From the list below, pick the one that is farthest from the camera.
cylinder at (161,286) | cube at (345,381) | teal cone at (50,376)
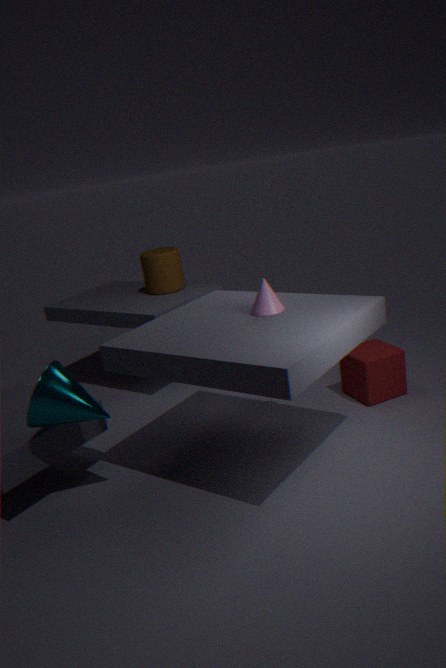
cylinder at (161,286)
